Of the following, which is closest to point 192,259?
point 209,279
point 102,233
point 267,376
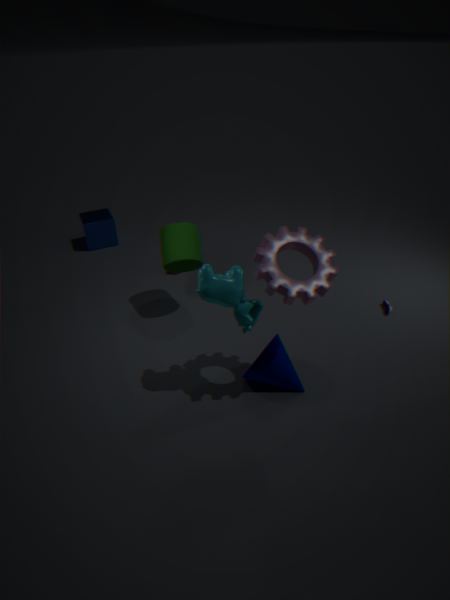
point 209,279
